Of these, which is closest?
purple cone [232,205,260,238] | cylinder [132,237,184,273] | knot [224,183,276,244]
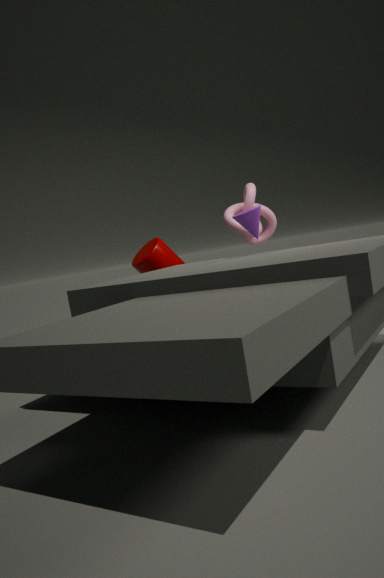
purple cone [232,205,260,238]
